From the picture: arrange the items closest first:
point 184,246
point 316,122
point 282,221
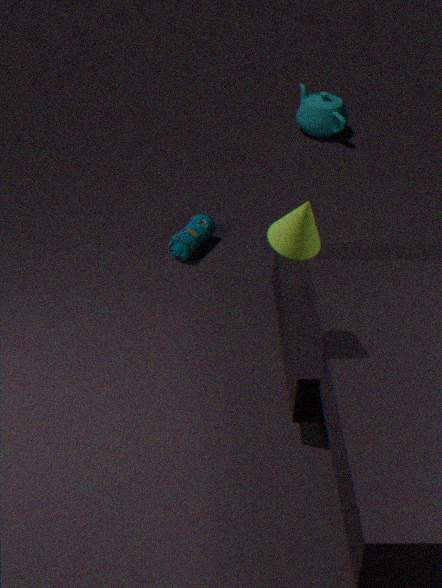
point 282,221 → point 184,246 → point 316,122
